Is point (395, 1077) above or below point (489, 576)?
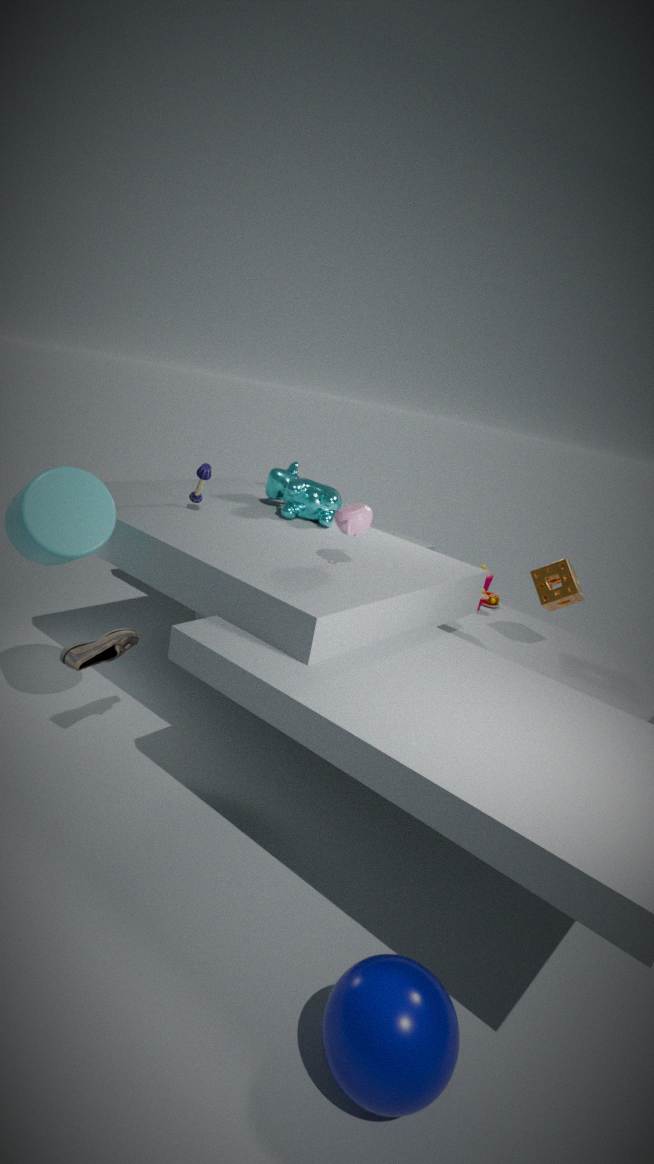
below
